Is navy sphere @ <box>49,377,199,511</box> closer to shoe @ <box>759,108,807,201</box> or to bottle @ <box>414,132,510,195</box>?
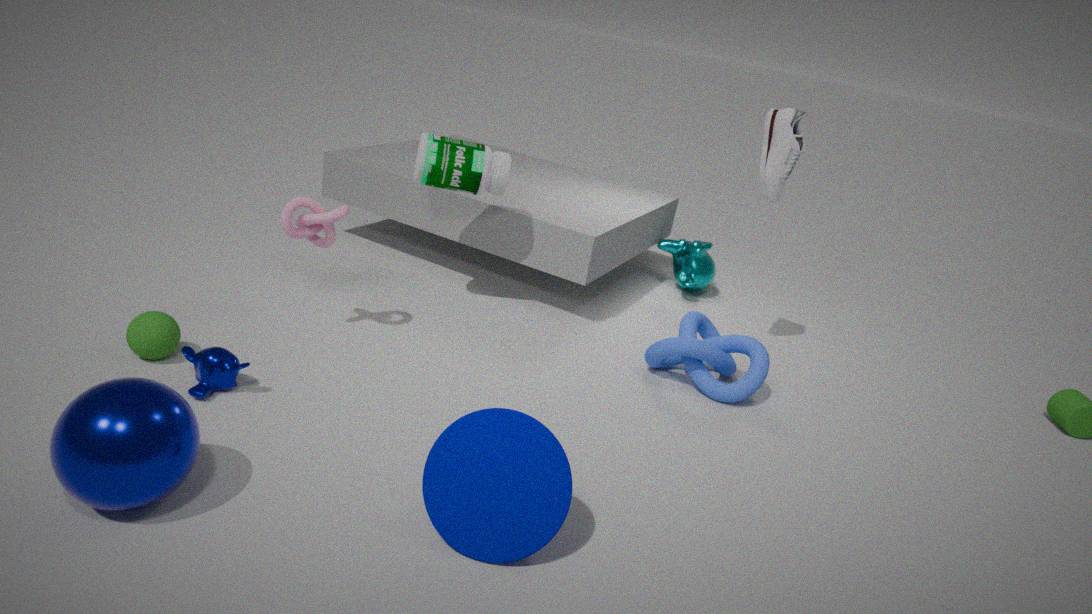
bottle @ <box>414,132,510,195</box>
